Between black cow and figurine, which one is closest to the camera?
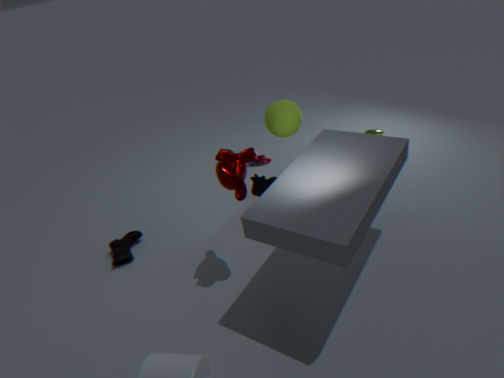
black cow
